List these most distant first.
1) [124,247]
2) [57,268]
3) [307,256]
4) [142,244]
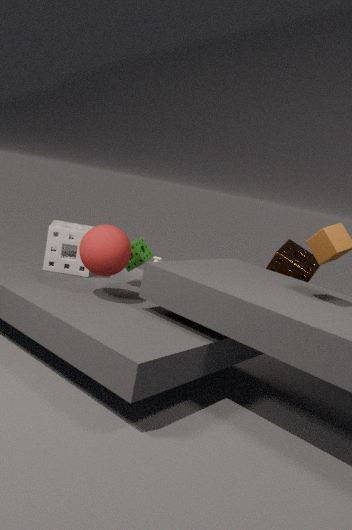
3. [307,256] < 4. [142,244] < 2. [57,268] < 1. [124,247]
